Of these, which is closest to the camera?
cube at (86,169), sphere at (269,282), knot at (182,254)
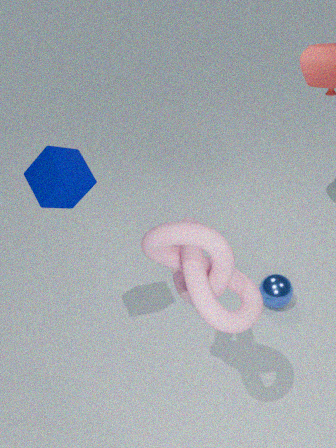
knot at (182,254)
